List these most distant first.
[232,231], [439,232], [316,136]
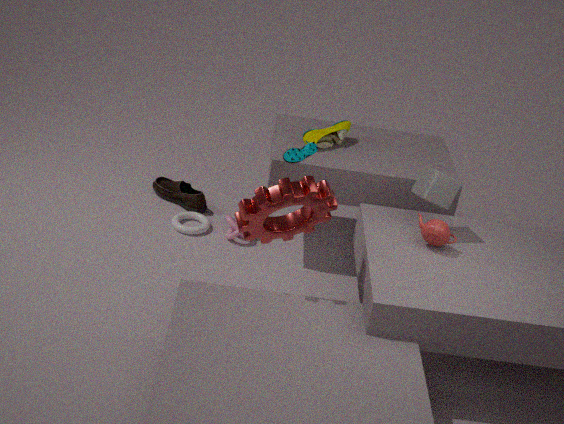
[232,231] < [316,136] < [439,232]
